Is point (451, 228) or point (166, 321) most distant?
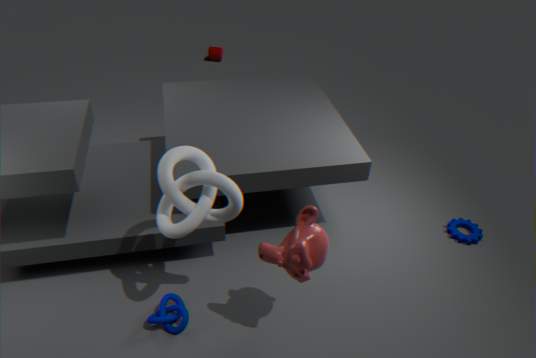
point (451, 228)
